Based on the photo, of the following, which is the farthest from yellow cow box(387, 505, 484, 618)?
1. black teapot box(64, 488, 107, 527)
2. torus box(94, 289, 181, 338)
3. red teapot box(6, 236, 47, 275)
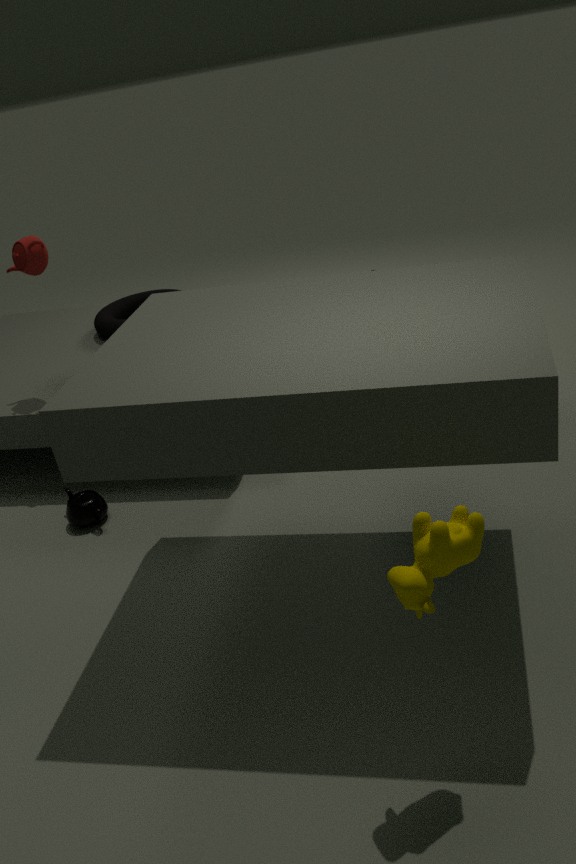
torus box(94, 289, 181, 338)
